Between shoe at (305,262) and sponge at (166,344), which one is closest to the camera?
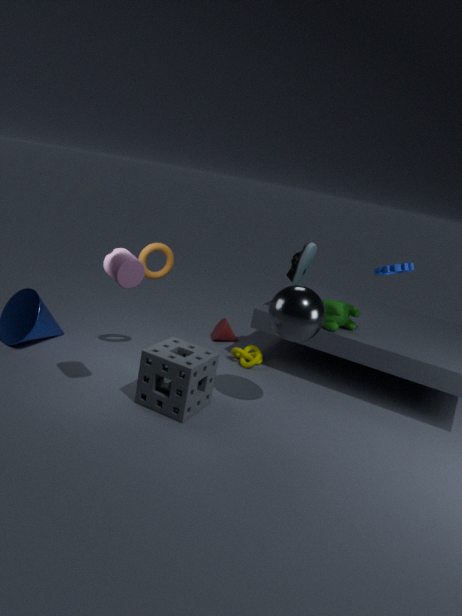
sponge at (166,344)
